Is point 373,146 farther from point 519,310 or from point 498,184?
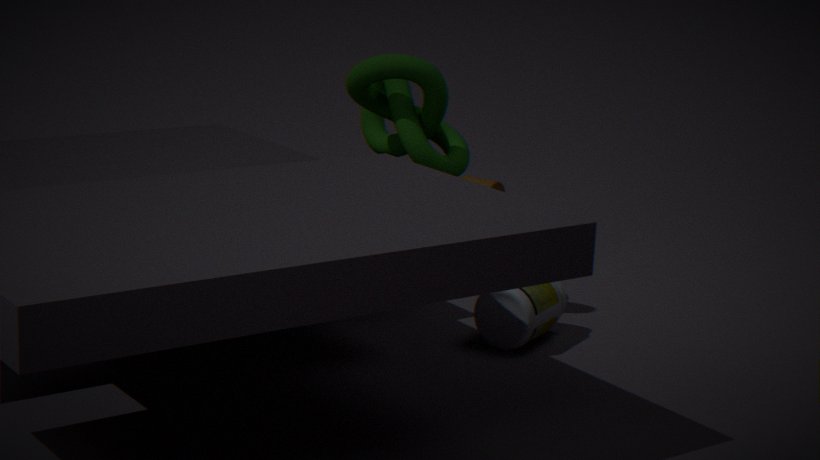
point 498,184
